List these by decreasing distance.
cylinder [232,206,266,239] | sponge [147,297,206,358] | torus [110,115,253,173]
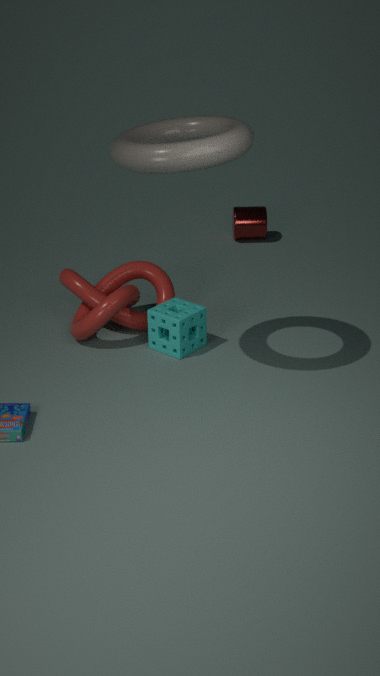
cylinder [232,206,266,239] < sponge [147,297,206,358] < torus [110,115,253,173]
